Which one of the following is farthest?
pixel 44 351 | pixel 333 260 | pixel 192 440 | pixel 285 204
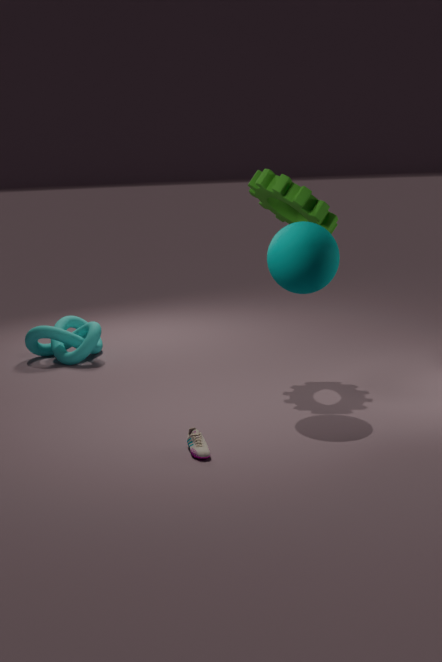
pixel 44 351
